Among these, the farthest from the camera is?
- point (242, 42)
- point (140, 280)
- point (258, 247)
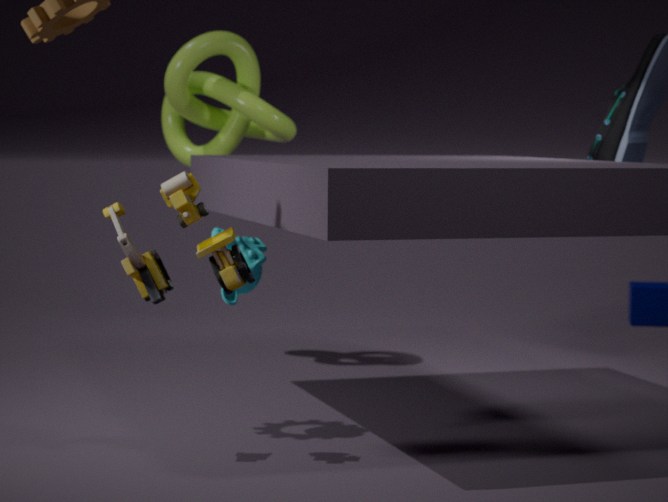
point (242, 42)
